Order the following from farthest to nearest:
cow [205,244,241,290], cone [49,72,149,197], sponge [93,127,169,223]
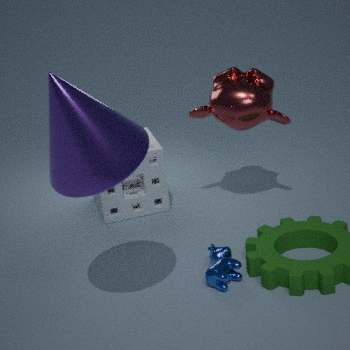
sponge [93,127,169,223] → cow [205,244,241,290] → cone [49,72,149,197]
